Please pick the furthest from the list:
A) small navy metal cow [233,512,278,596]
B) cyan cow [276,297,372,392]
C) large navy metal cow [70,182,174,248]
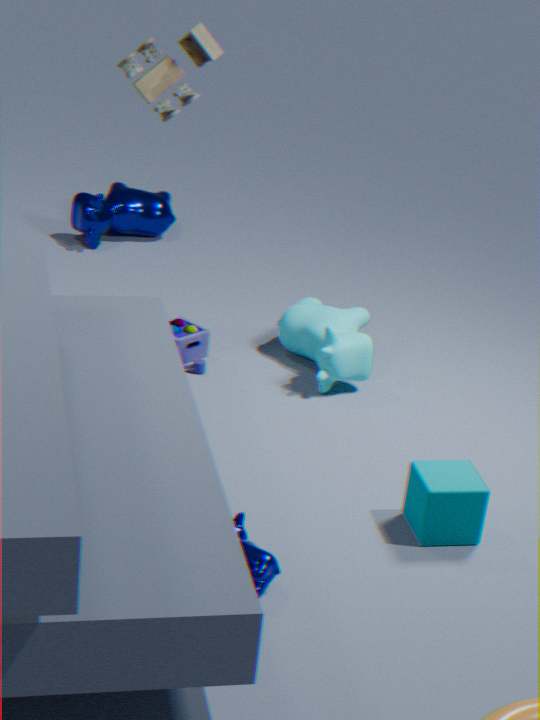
large navy metal cow [70,182,174,248]
